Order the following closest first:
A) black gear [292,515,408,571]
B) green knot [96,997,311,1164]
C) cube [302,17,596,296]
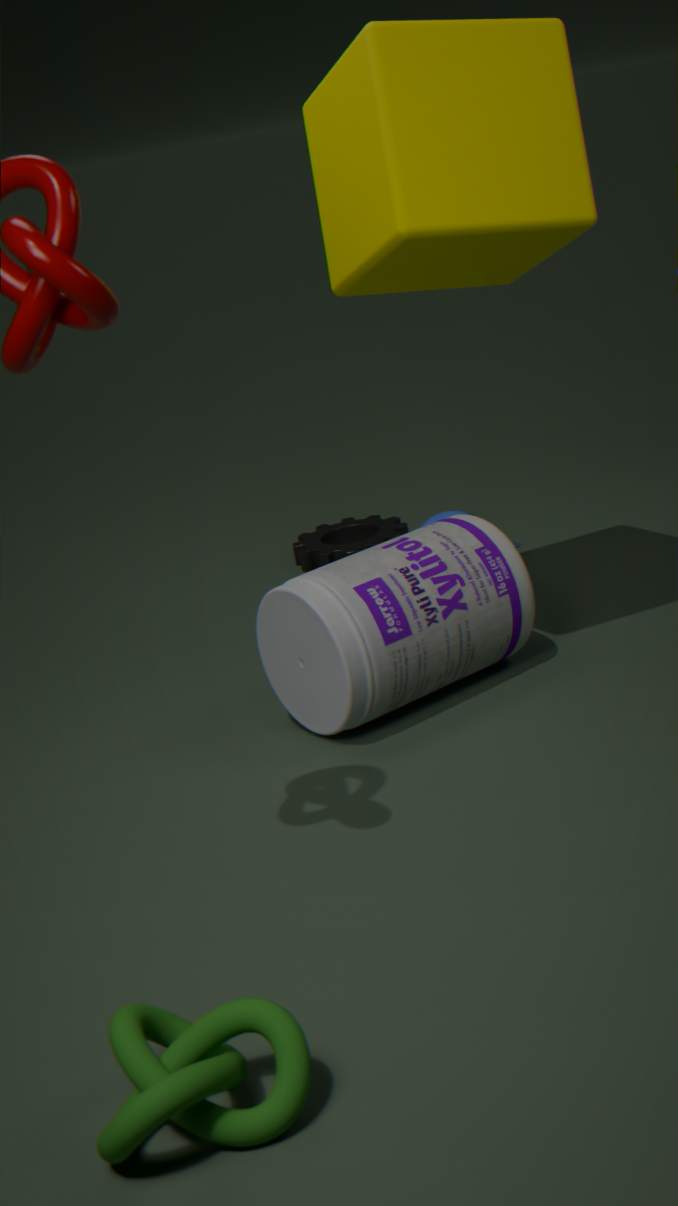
green knot [96,997,311,1164], cube [302,17,596,296], black gear [292,515,408,571]
